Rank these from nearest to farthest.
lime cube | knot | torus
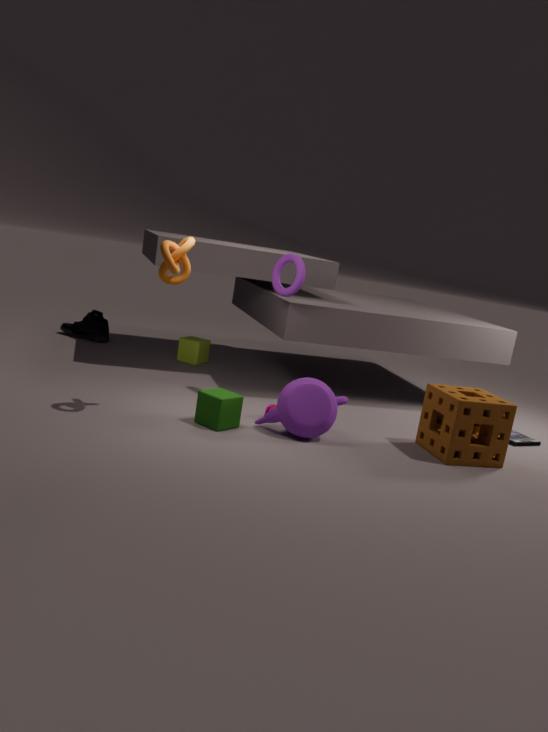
knot → torus → lime cube
